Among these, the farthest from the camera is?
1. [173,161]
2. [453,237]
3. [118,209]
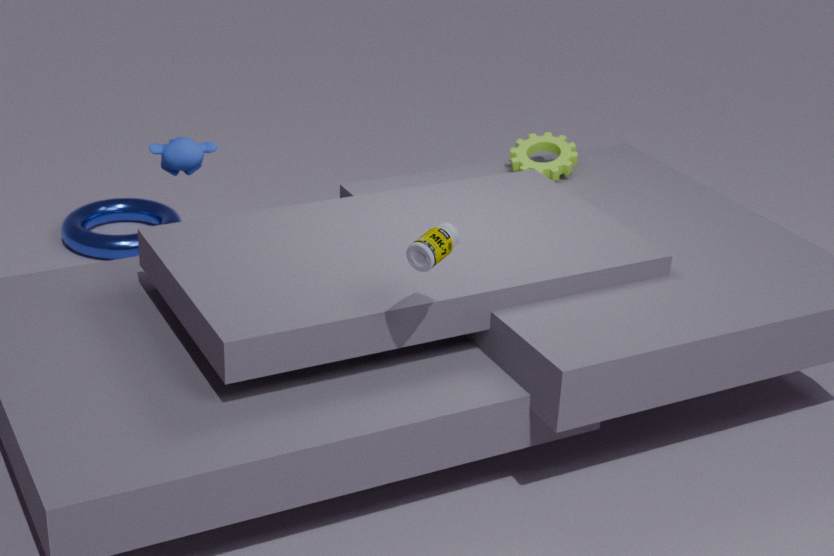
[118,209]
